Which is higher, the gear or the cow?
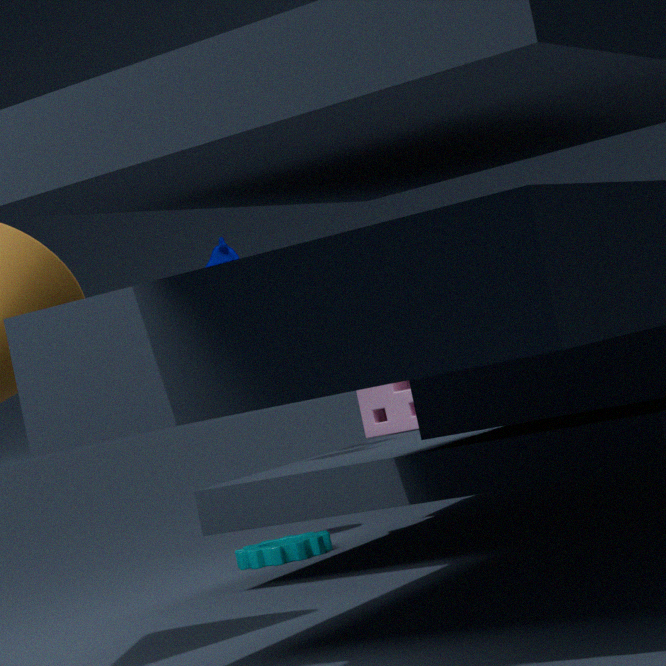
the cow
